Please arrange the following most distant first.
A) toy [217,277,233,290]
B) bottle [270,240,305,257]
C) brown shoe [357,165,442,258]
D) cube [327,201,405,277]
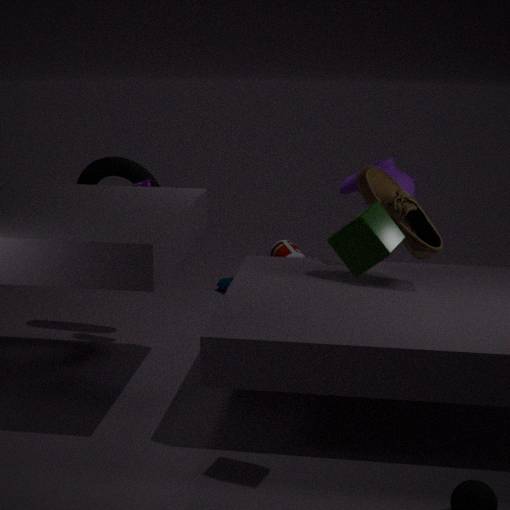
toy [217,277,233,290], bottle [270,240,305,257], brown shoe [357,165,442,258], cube [327,201,405,277]
